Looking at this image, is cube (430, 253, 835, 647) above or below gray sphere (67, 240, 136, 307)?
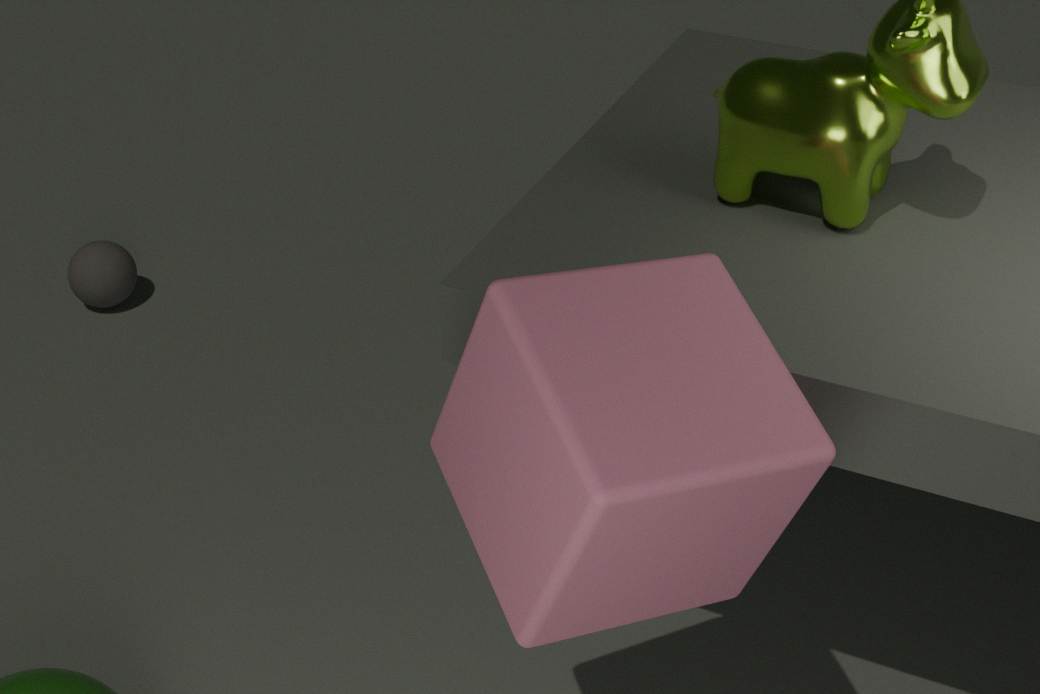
above
